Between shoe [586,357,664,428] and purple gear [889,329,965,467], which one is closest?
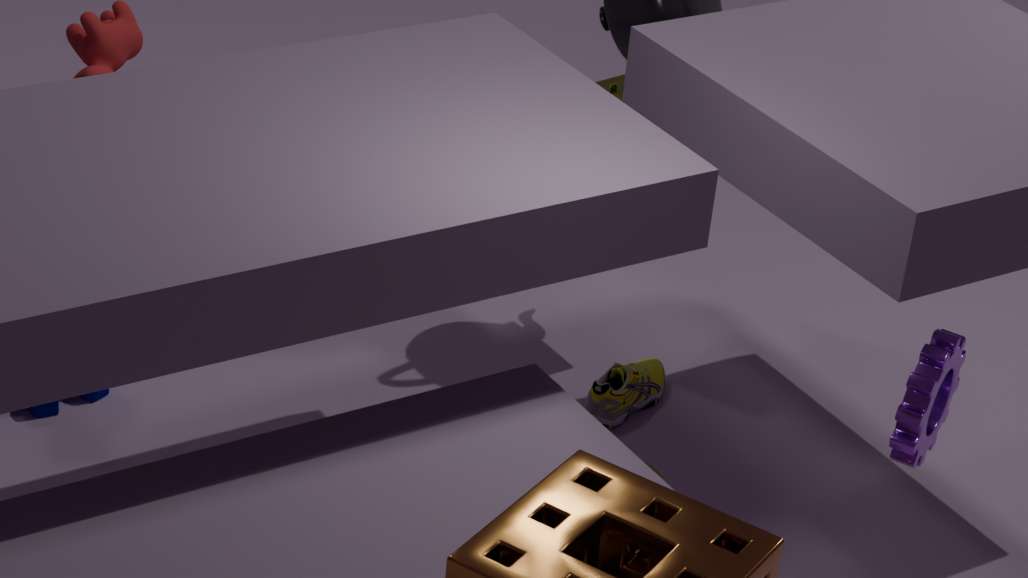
purple gear [889,329,965,467]
